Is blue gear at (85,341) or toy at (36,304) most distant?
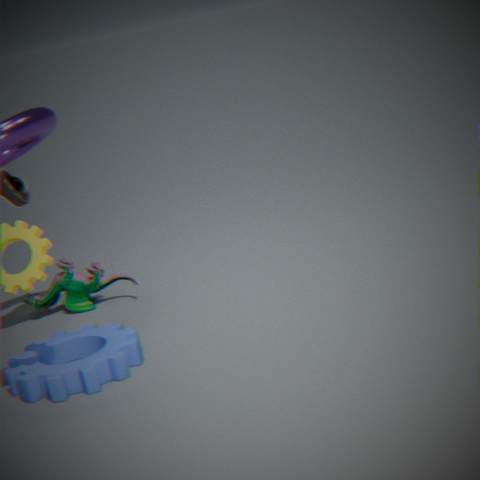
toy at (36,304)
